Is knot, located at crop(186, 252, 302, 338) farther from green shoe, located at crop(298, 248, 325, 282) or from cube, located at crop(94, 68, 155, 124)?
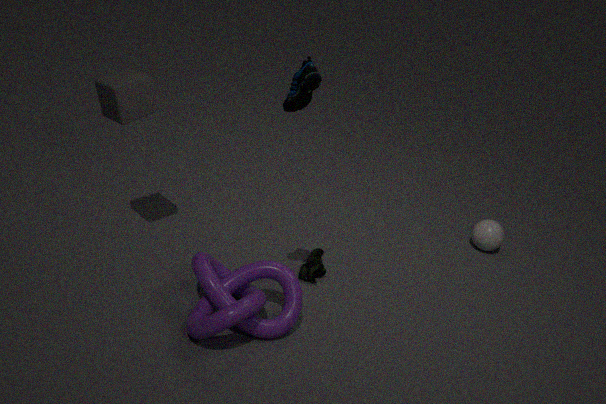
cube, located at crop(94, 68, 155, 124)
